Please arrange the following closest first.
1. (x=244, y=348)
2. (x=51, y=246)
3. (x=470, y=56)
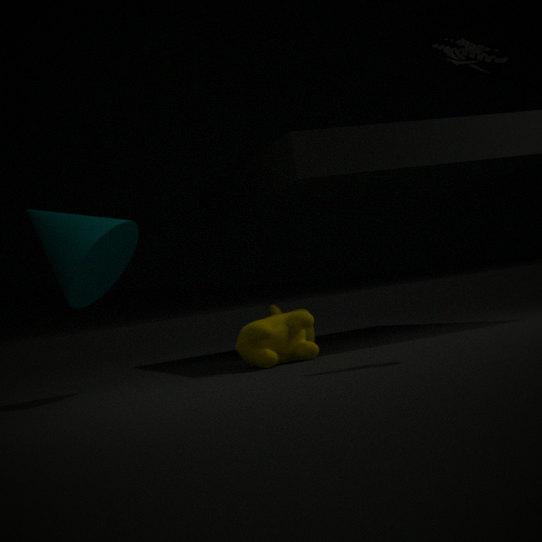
1. (x=470, y=56)
2. (x=51, y=246)
3. (x=244, y=348)
